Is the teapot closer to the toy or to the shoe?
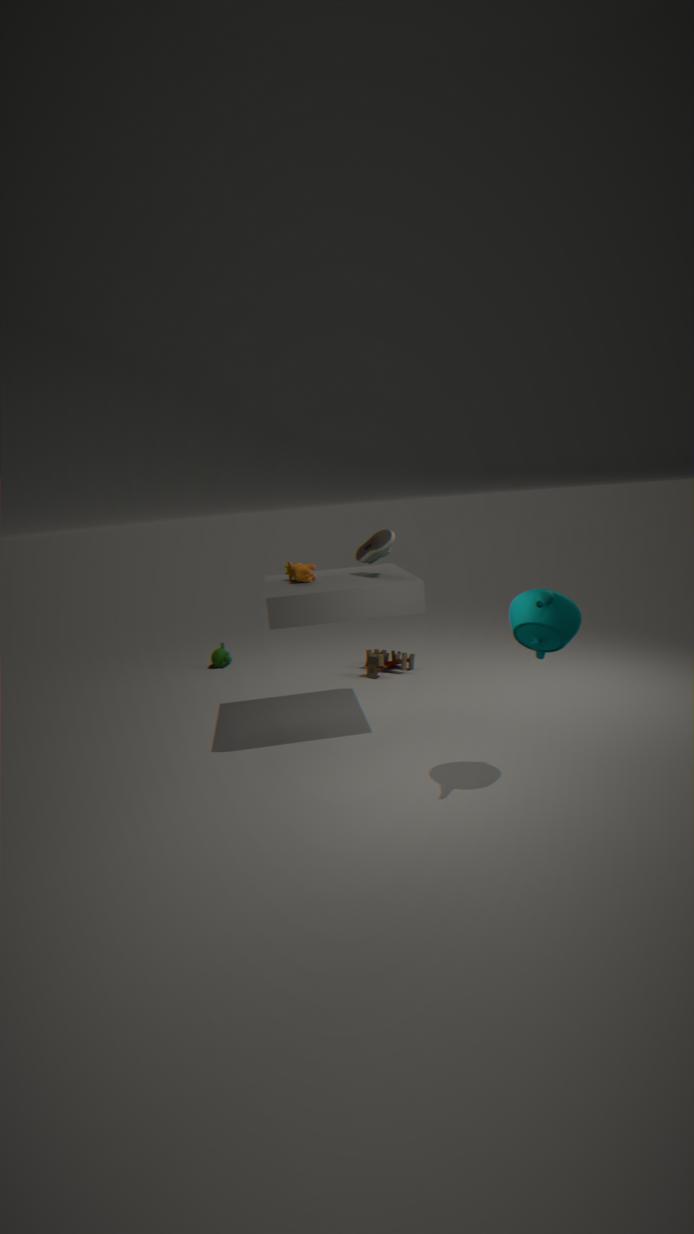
the shoe
